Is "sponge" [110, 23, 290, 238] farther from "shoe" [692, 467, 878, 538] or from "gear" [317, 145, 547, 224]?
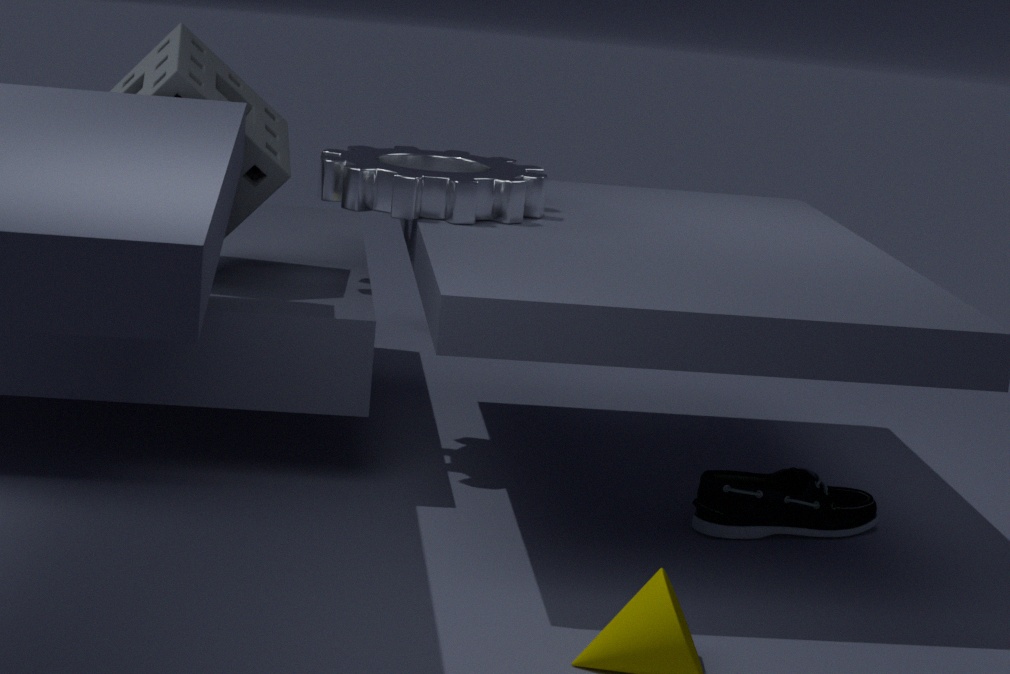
"shoe" [692, 467, 878, 538]
